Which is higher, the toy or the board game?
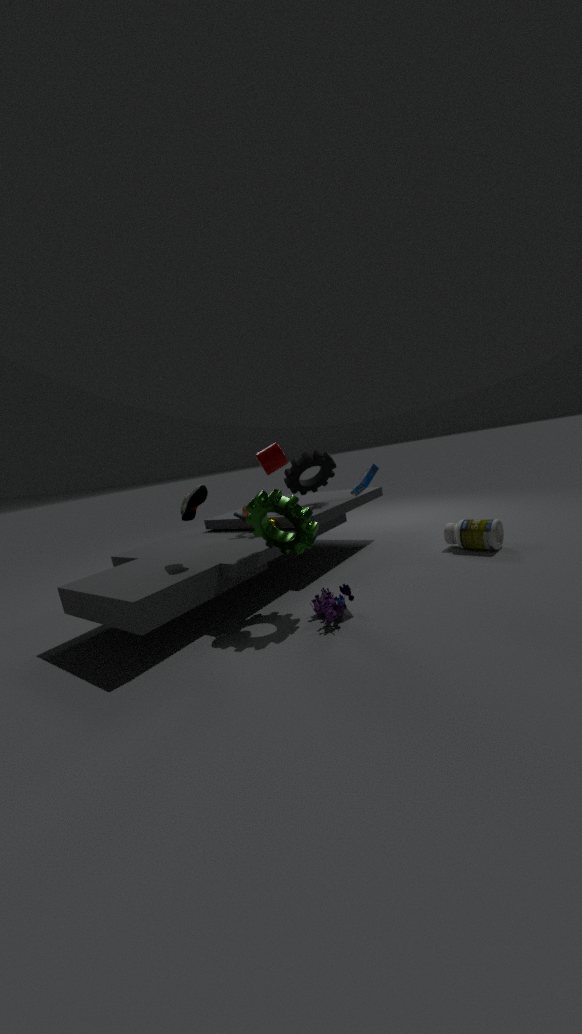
the board game
